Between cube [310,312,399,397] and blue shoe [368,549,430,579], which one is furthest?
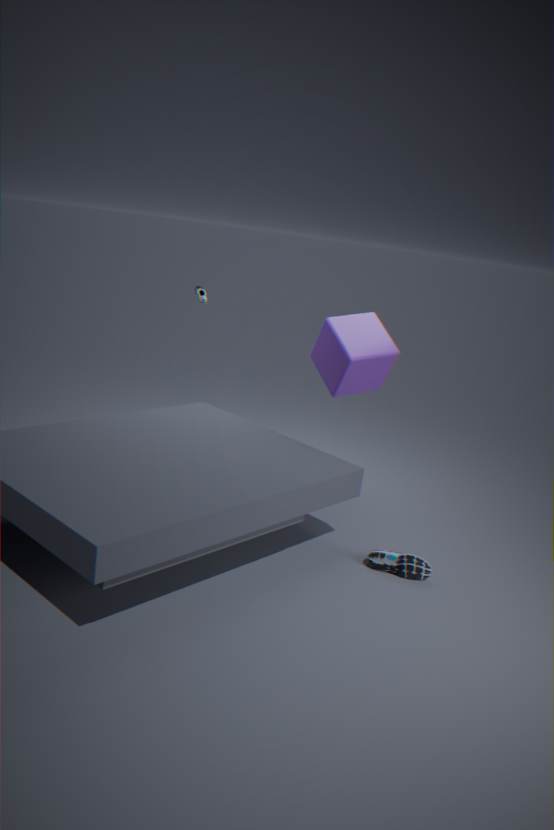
cube [310,312,399,397]
